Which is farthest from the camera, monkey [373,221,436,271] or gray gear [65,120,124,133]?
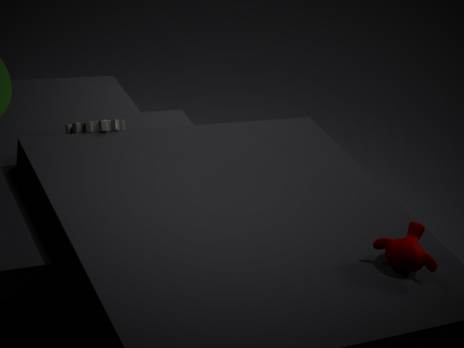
gray gear [65,120,124,133]
